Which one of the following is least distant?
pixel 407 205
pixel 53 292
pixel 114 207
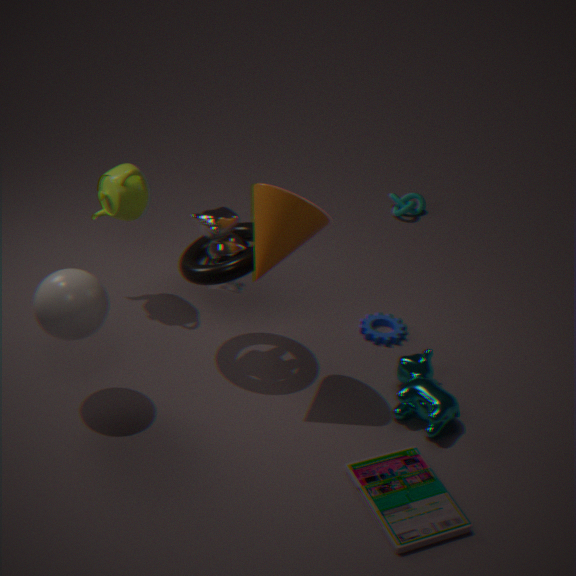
pixel 53 292
